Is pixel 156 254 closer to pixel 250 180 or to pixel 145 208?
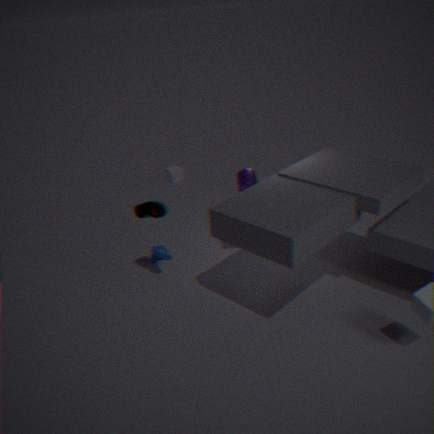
pixel 145 208
